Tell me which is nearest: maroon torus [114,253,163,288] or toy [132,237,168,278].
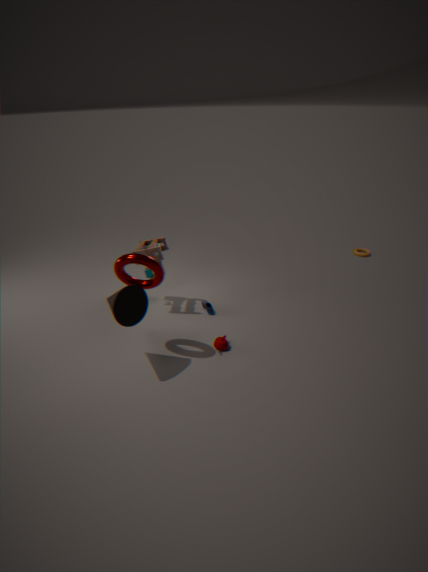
maroon torus [114,253,163,288]
